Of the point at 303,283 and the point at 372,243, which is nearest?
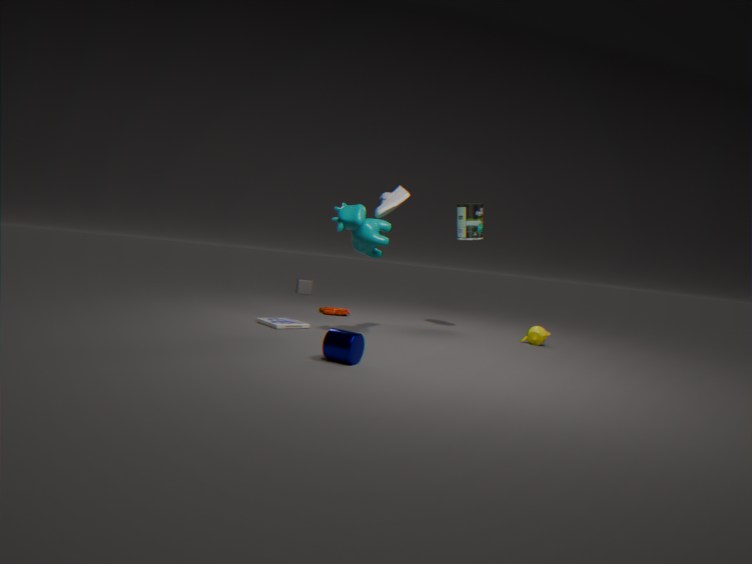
the point at 372,243
